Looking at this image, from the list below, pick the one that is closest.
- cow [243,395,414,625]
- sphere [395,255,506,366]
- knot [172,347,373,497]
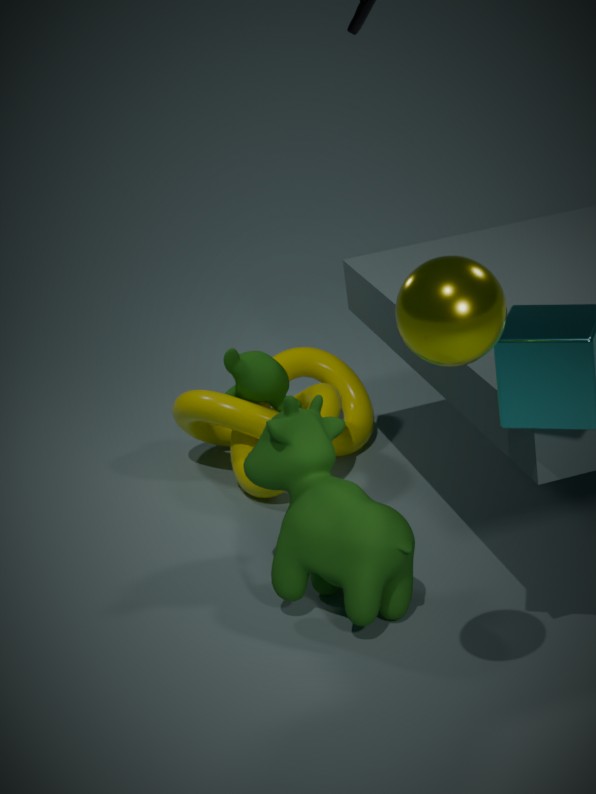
sphere [395,255,506,366]
